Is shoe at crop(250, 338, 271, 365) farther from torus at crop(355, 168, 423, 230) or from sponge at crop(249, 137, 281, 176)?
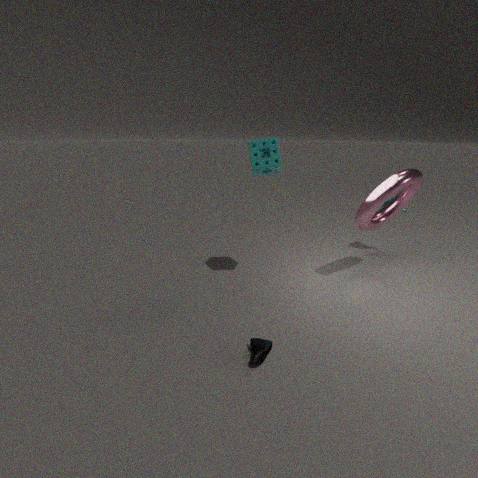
torus at crop(355, 168, 423, 230)
